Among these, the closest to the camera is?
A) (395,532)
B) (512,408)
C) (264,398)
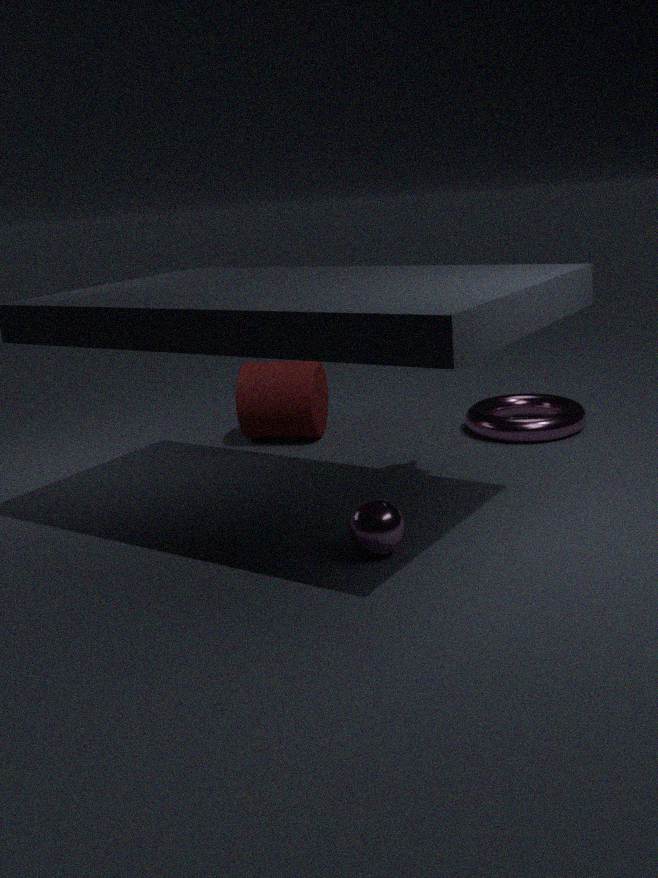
A. (395,532)
